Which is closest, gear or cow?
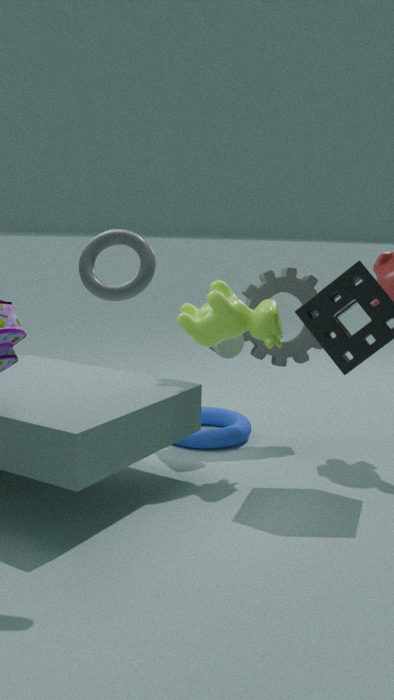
cow
